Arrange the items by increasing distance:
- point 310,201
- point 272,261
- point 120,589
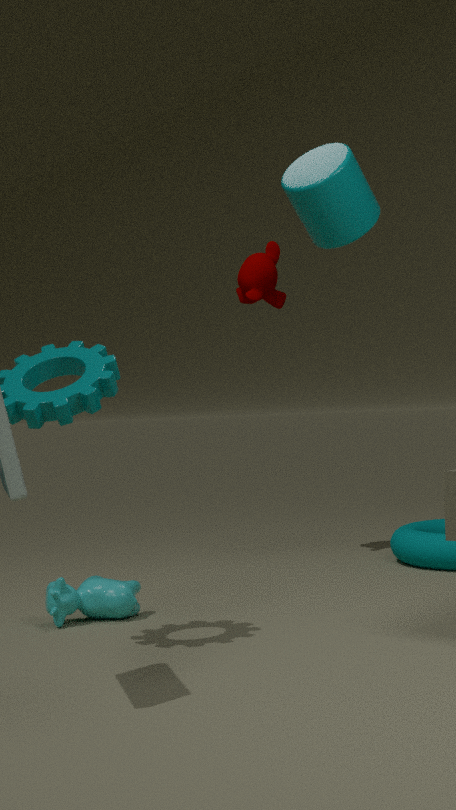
point 310,201 < point 120,589 < point 272,261
